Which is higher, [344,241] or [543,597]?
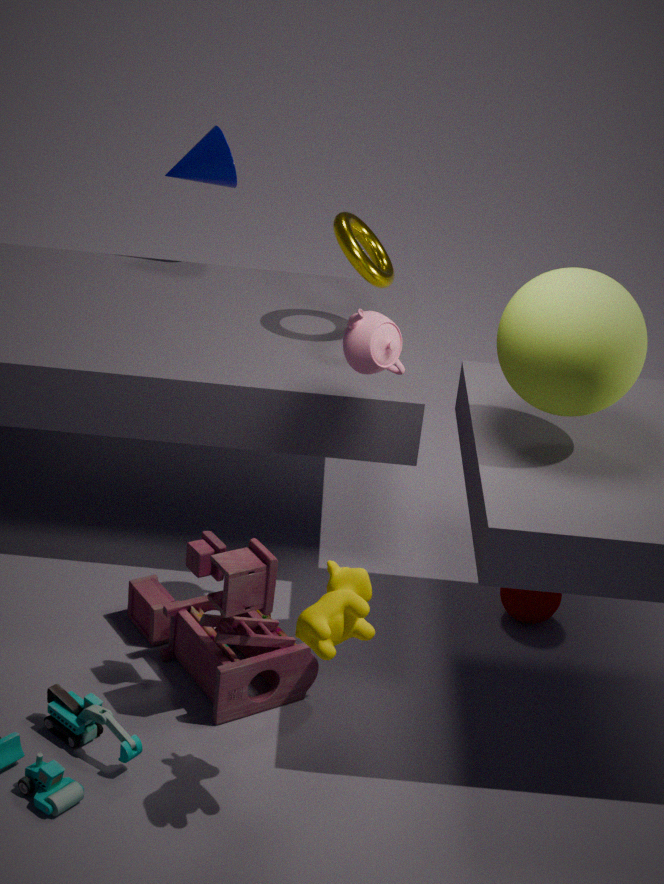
[344,241]
